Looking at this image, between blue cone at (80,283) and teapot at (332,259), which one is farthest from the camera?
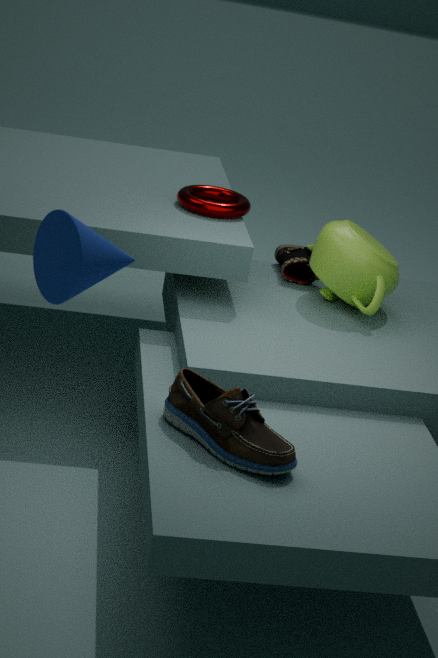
teapot at (332,259)
